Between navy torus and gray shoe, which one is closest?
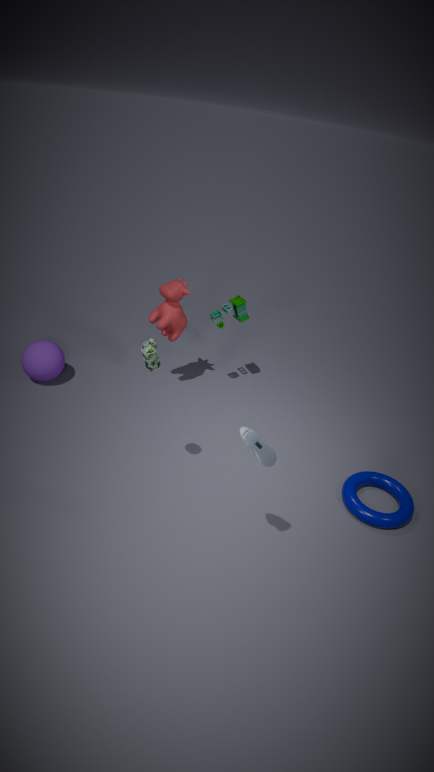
gray shoe
